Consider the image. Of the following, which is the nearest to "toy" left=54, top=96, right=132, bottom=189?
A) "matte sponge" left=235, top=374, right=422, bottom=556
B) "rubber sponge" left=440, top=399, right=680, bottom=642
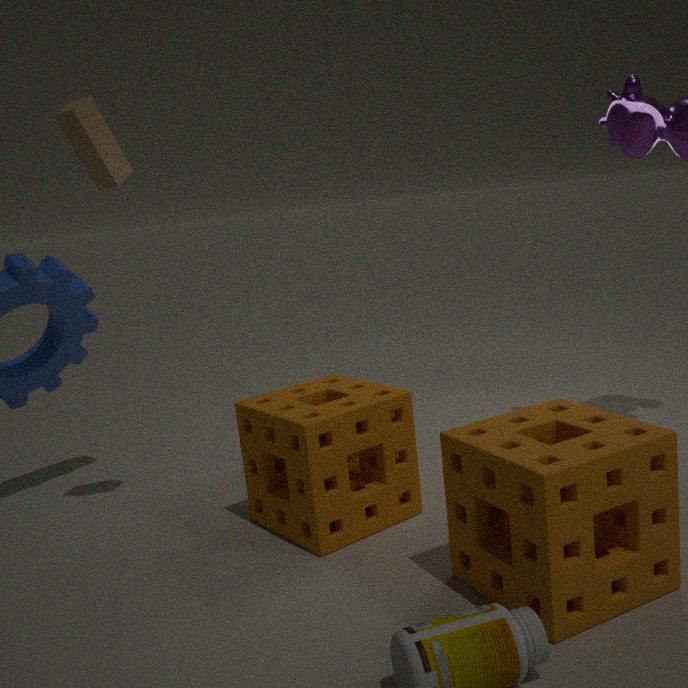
"matte sponge" left=235, top=374, right=422, bottom=556
